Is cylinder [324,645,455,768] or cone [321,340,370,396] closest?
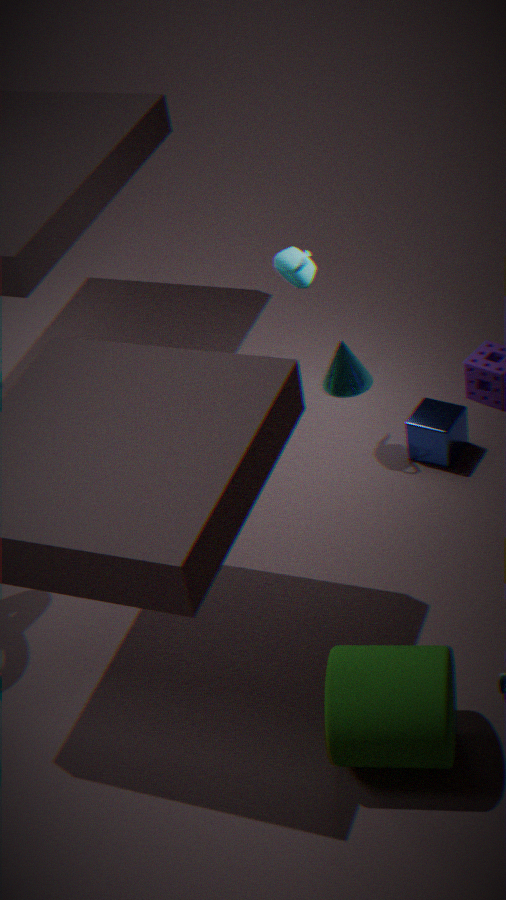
cylinder [324,645,455,768]
